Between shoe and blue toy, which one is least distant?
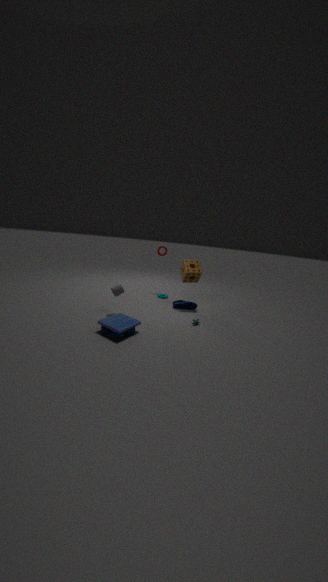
blue toy
